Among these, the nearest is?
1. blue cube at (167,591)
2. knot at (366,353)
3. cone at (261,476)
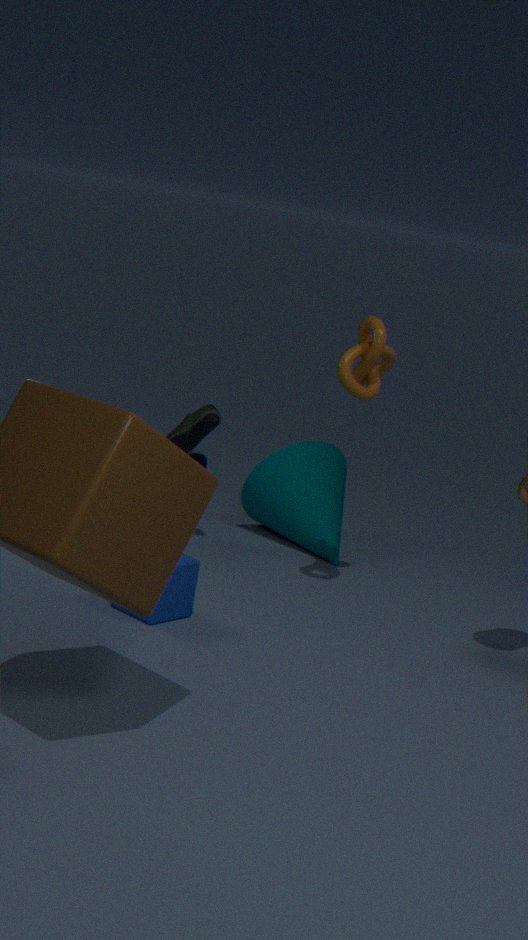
blue cube at (167,591)
